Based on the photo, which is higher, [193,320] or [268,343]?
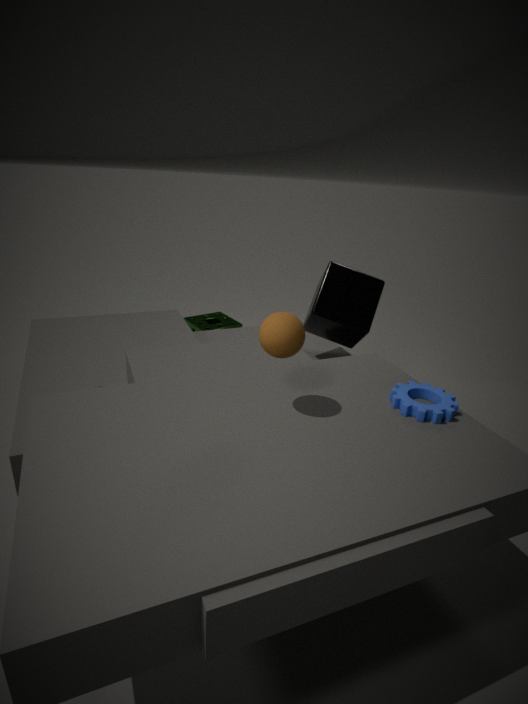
[268,343]
